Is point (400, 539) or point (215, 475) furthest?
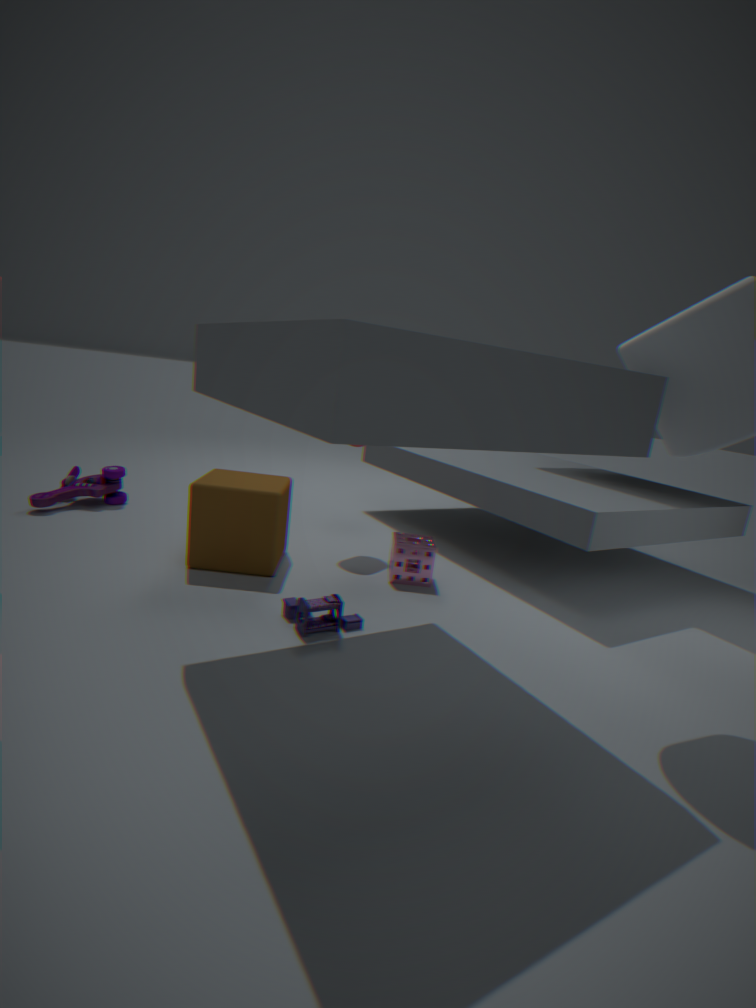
point (400, 539)
